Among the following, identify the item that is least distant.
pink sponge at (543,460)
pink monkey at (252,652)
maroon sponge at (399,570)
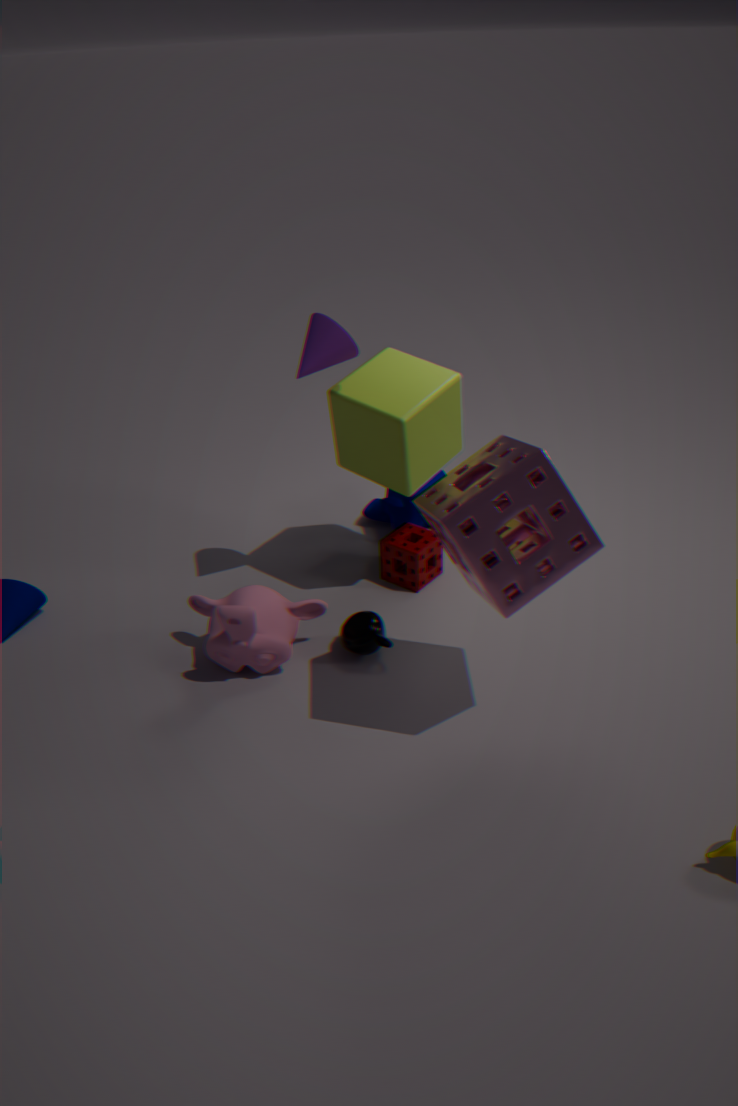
pink sponge at (543,460)
